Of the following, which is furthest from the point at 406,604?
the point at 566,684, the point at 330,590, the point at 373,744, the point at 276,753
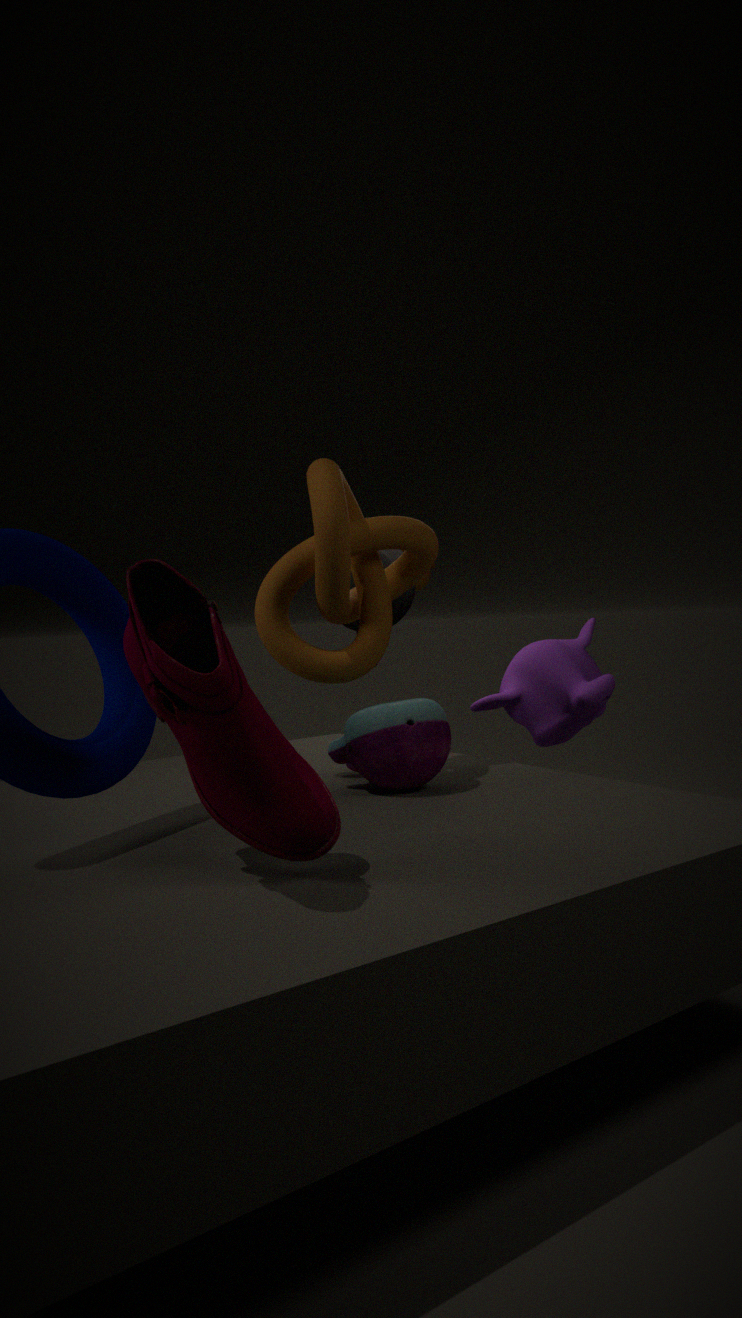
the point at 276,753
